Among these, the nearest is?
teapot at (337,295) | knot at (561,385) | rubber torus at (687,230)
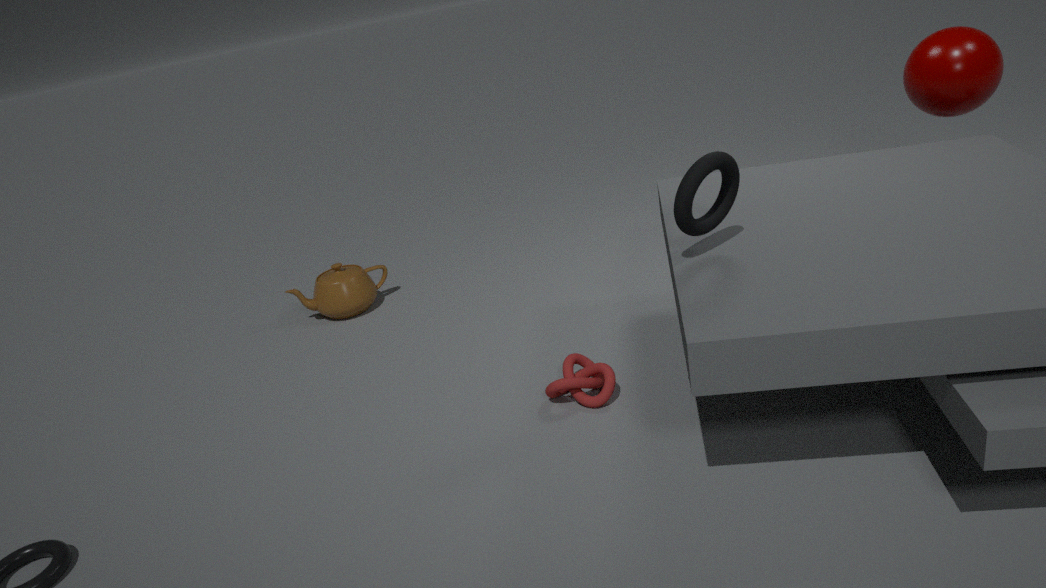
rubber torus at (687,230)
